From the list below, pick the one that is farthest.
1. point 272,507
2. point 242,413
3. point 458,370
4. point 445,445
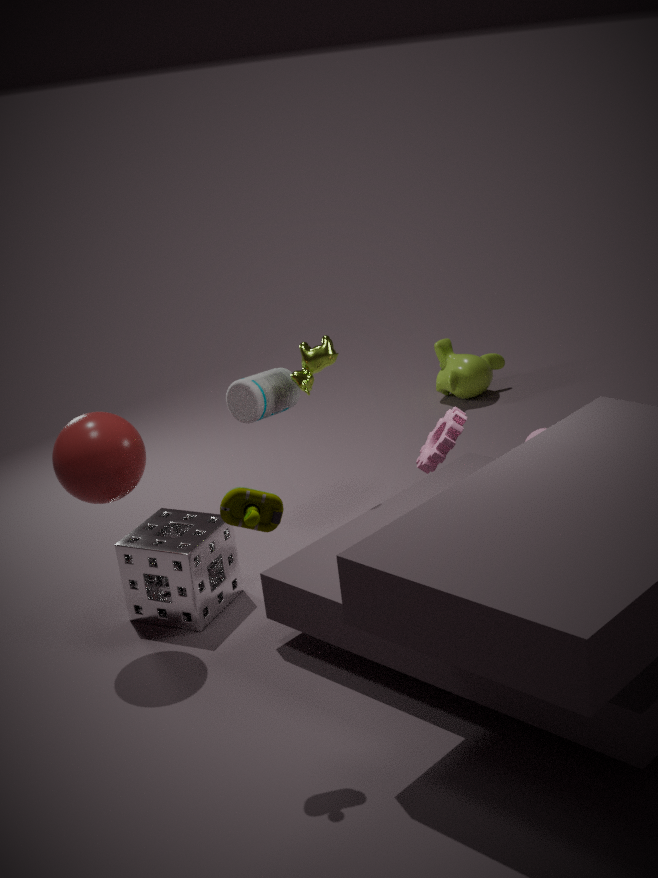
point 458,370
